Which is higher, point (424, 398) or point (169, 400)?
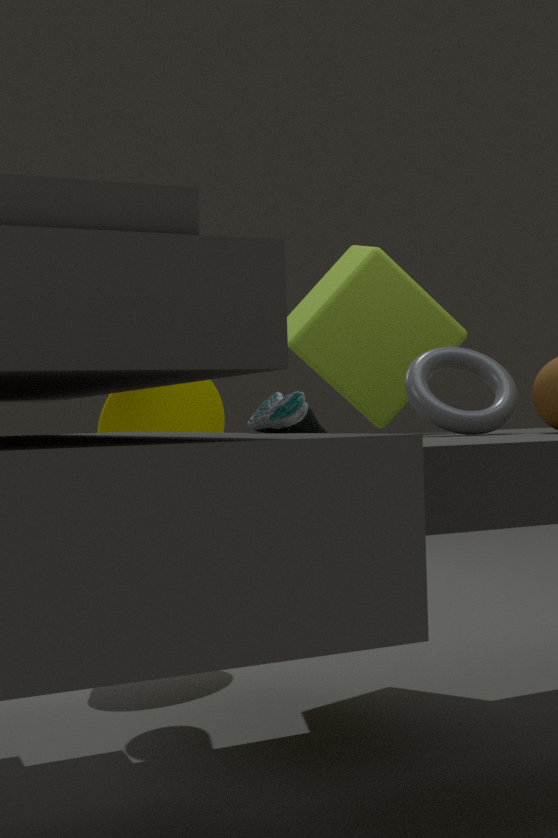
point (424, 398)
